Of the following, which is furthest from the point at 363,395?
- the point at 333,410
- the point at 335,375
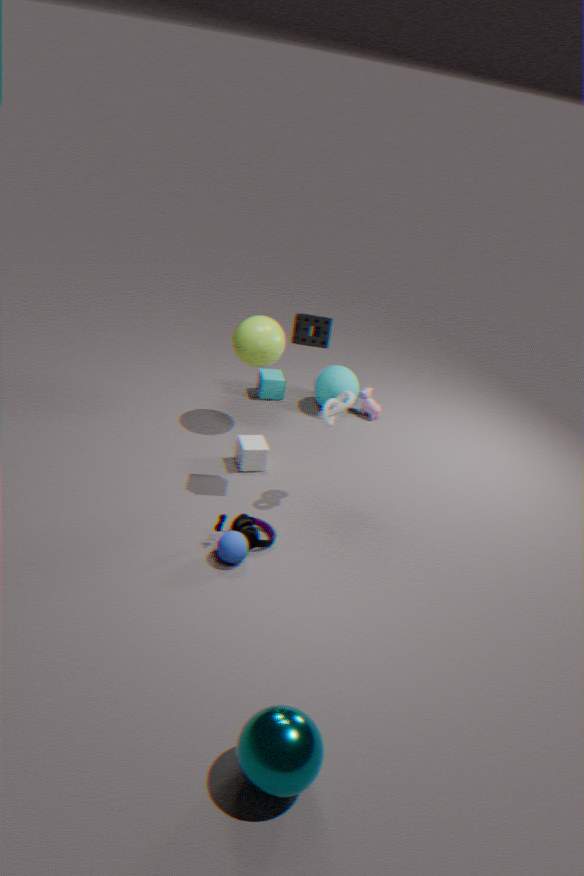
the point at 333,410
